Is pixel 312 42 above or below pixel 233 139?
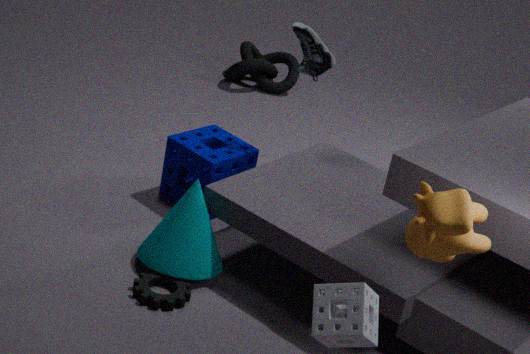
above
